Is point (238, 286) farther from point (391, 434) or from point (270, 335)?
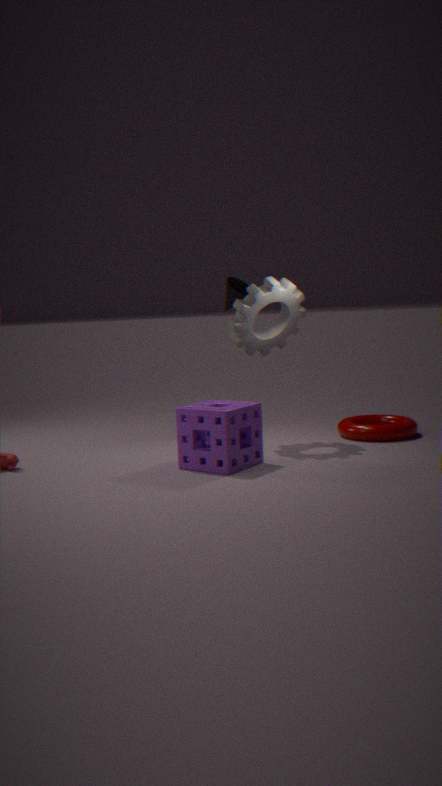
point (391, 434)
